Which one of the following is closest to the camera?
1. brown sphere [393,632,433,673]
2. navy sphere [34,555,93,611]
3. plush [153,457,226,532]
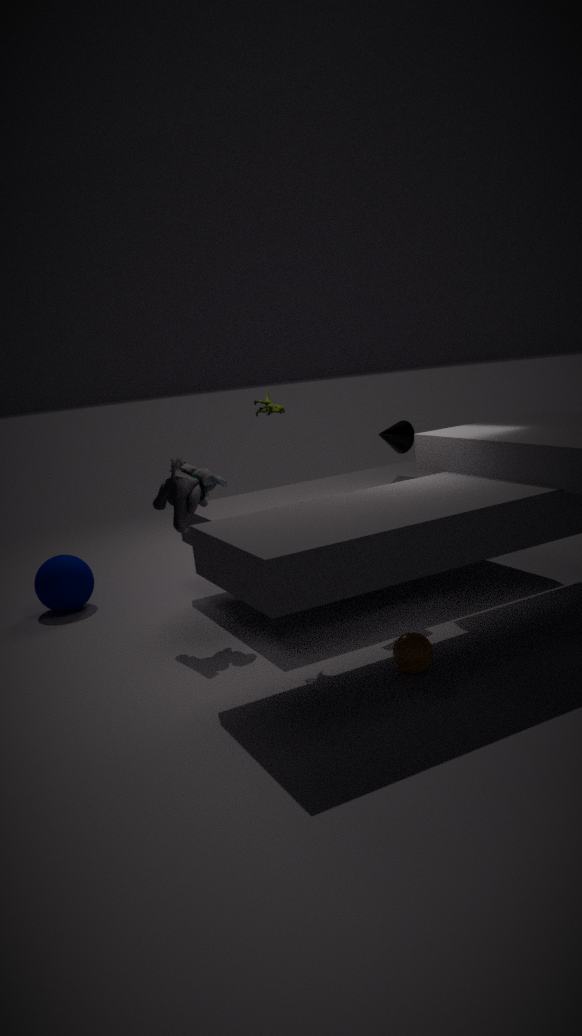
brown sphere [393,632,433,673]
